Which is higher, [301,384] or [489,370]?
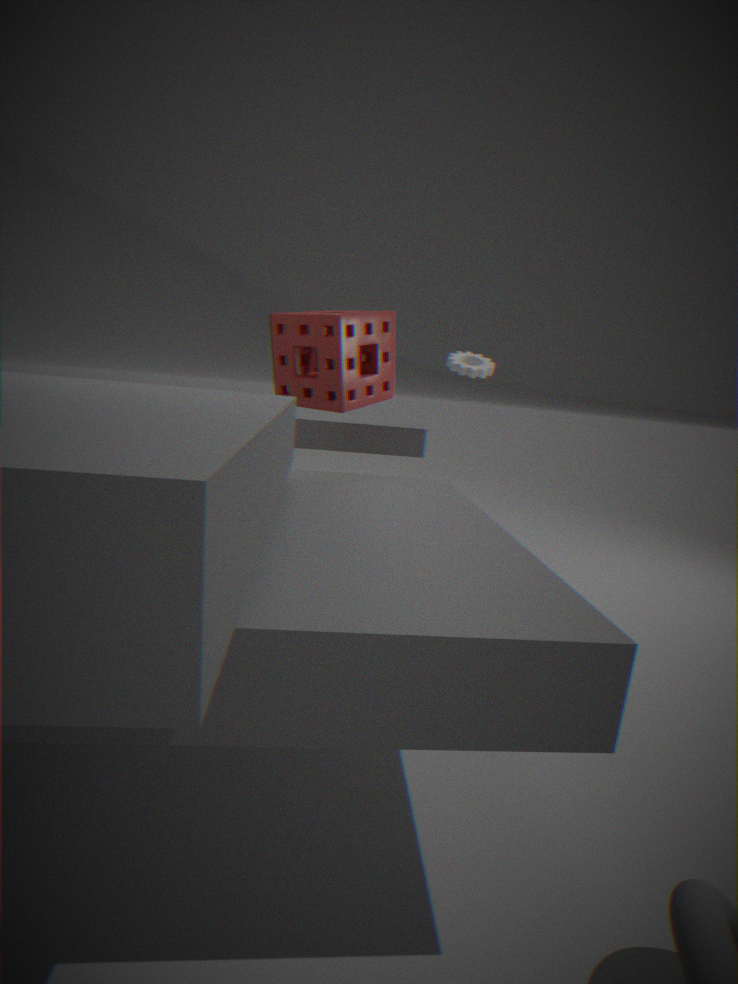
[489,370]
